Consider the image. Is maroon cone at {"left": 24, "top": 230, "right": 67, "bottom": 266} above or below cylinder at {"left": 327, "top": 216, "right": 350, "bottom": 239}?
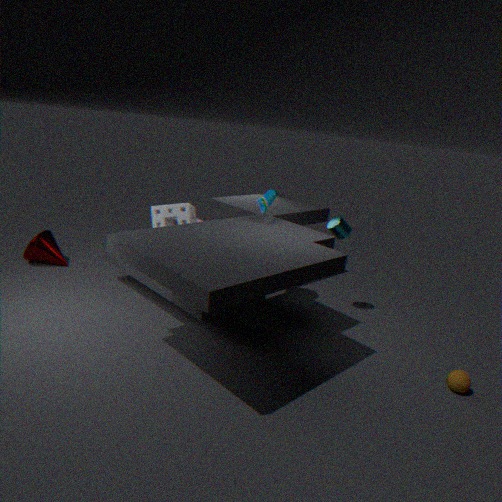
below
